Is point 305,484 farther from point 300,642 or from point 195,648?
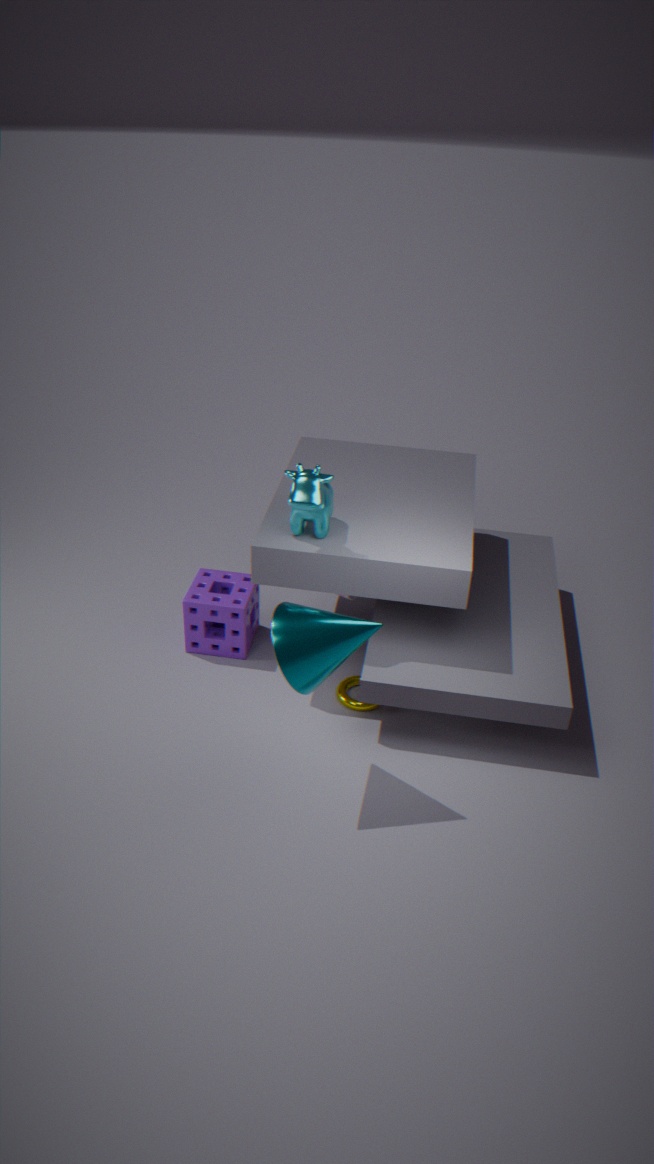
point 195,648
